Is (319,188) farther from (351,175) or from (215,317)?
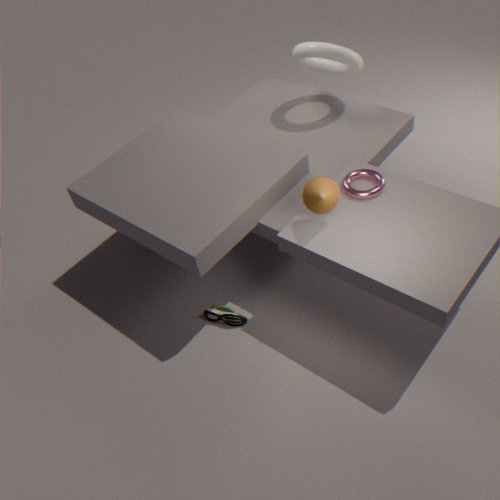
(215,317)
